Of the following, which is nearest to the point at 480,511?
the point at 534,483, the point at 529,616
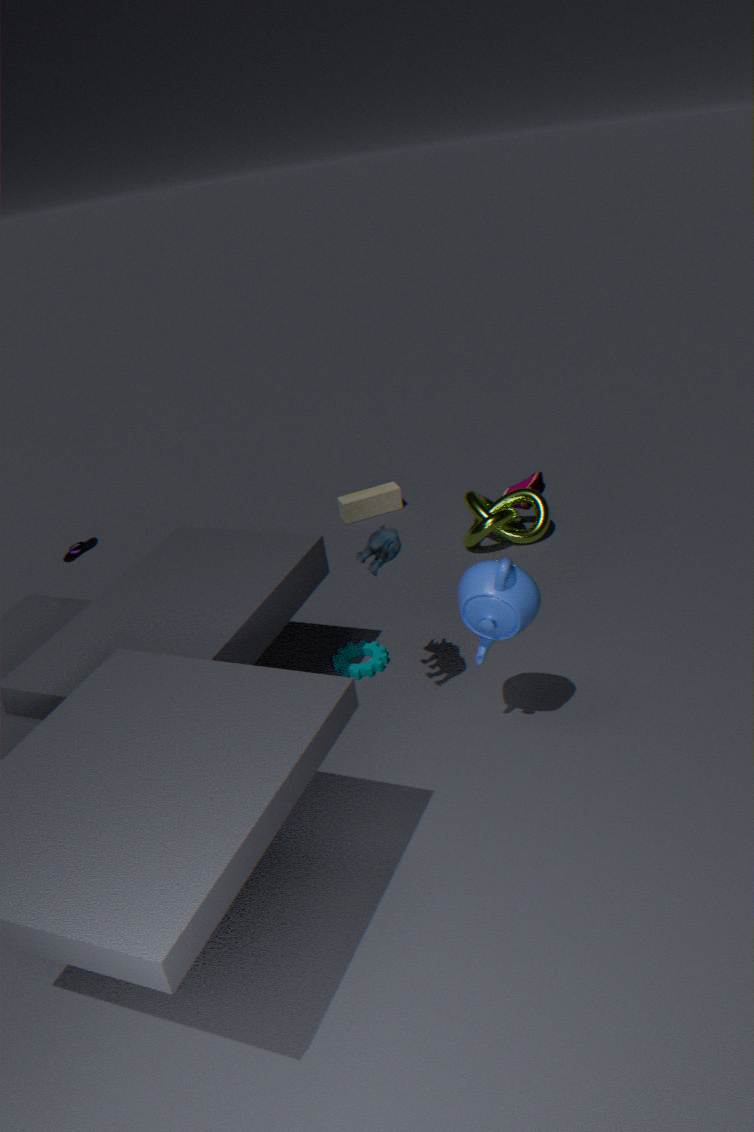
the point at 534,483
